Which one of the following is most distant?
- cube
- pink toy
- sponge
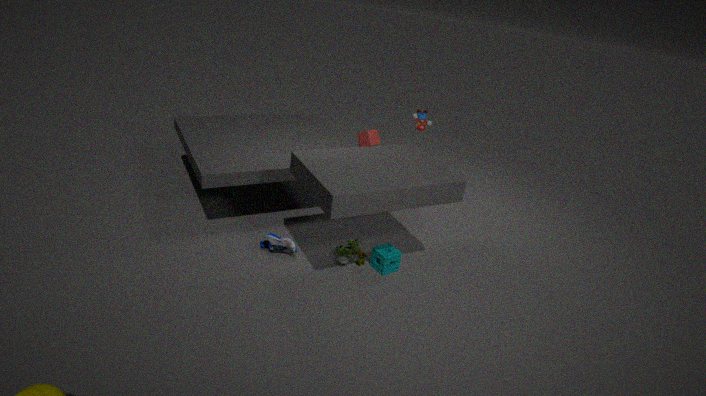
cube
